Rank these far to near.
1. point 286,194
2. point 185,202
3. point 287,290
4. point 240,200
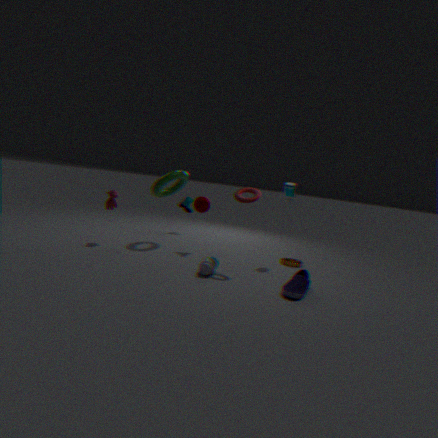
1. point 185,202
2. point 286,194
3. point 240,200
4. point 287,290
